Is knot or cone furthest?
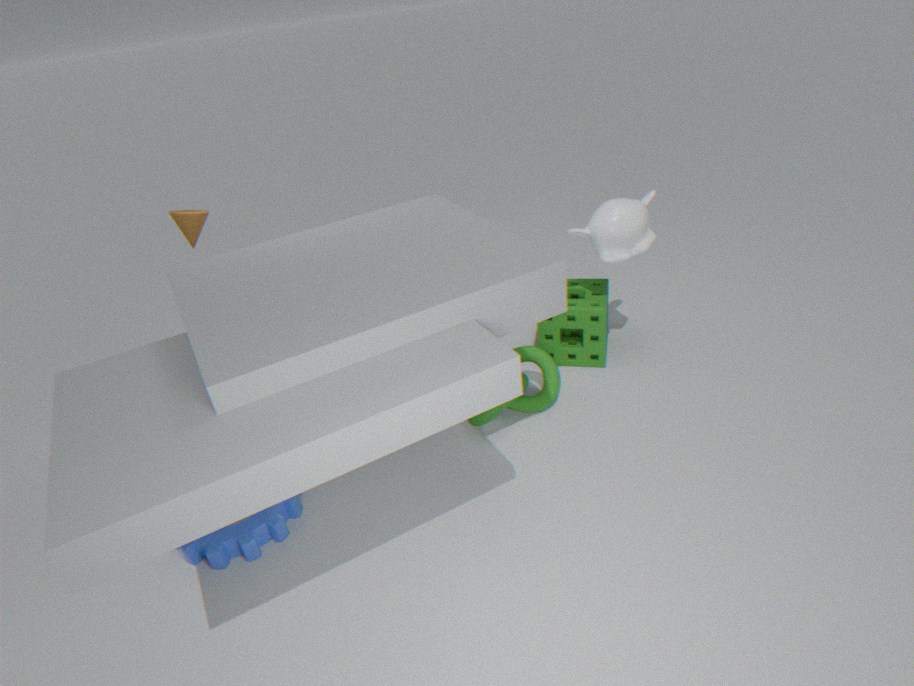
cone
